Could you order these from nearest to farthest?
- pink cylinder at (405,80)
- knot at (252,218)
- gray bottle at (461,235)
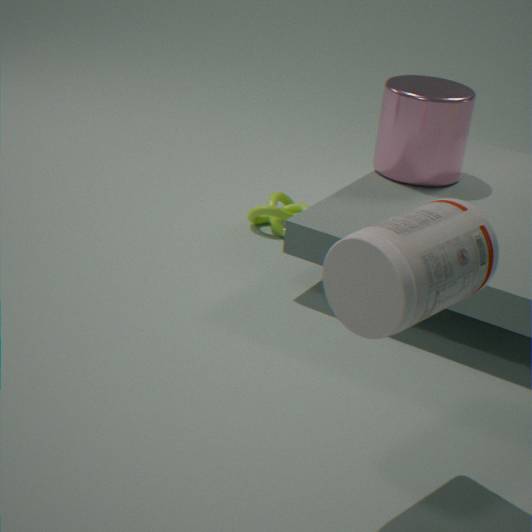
gray bottle at (461,235) → pink cylinder at (405,80) → knot at (252,218)
